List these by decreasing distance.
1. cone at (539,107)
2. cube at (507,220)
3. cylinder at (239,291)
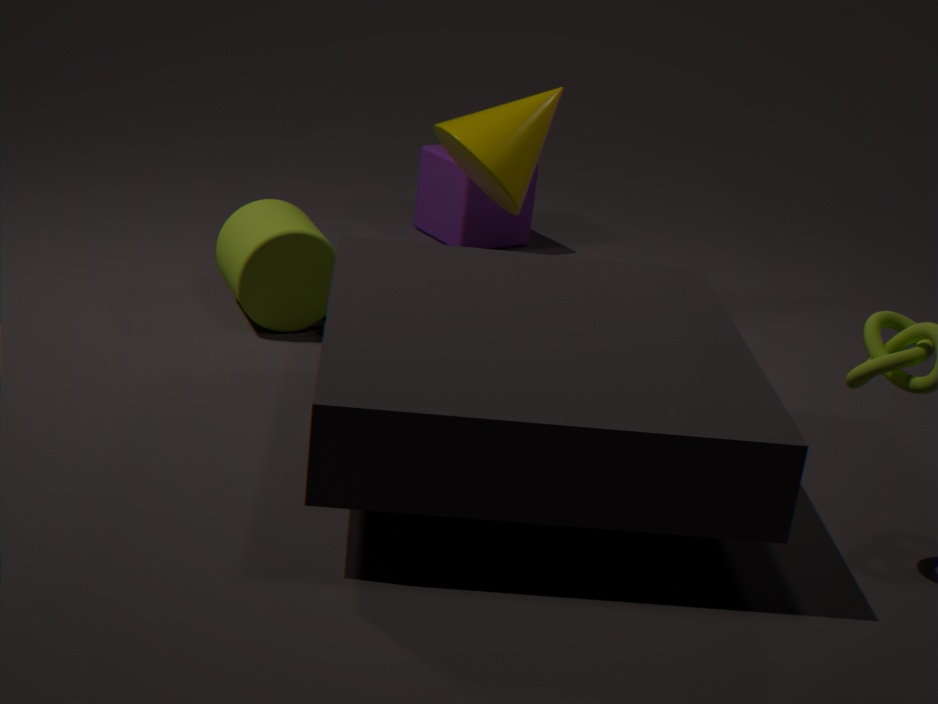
cube at (507,220), cone at (539,107), cylinder at (239,291)
